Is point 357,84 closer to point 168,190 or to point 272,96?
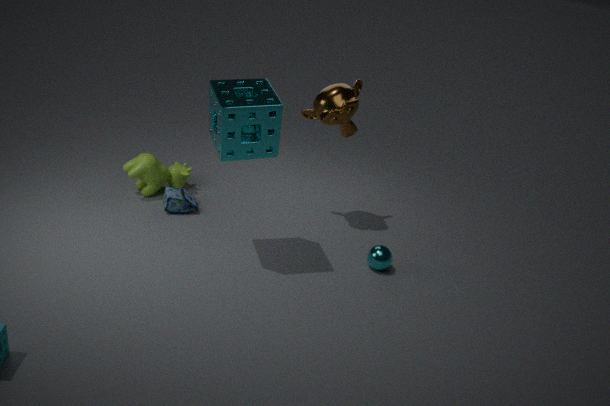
point 272,96
